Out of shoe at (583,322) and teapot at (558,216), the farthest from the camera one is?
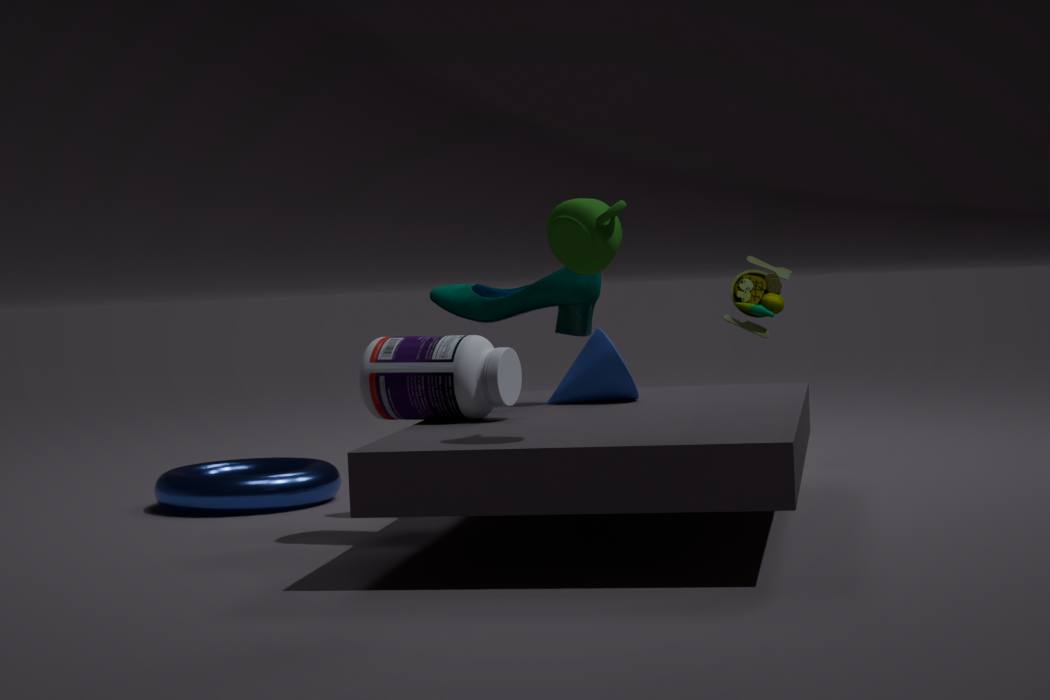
shoe at (583,322)
